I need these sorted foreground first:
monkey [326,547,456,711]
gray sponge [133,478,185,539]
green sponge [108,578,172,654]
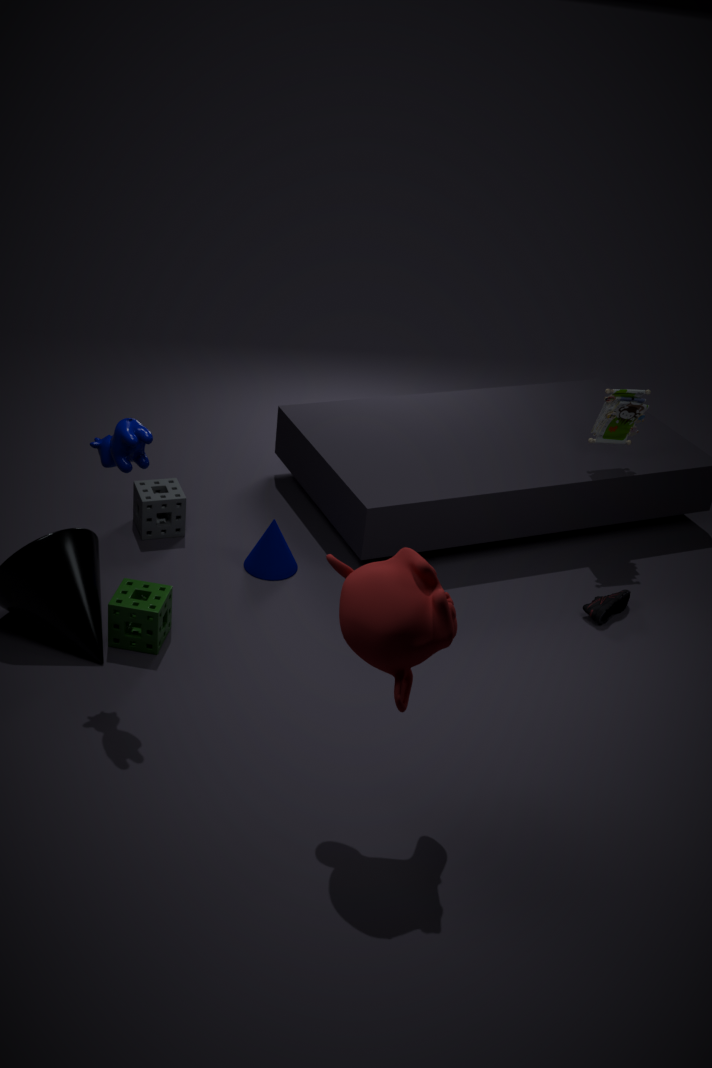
1. monkey [326,547,456,711]
2. green sponge [108,578,172,654]
3. gray sponge [133,478,185,539]
